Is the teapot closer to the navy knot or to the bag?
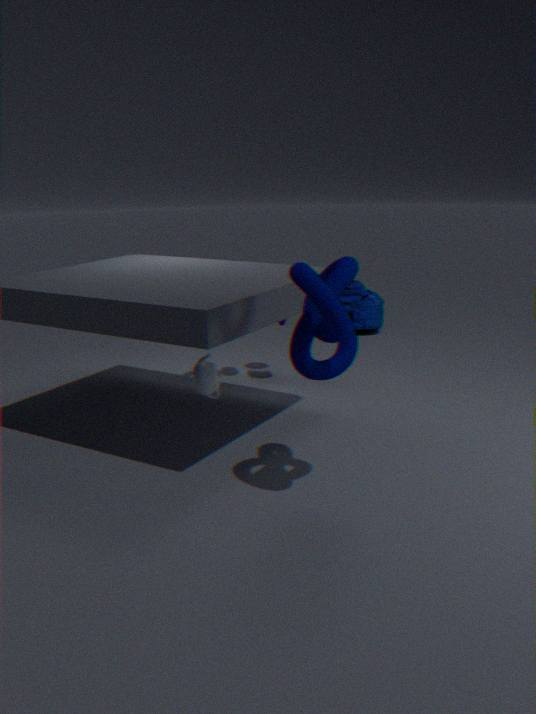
the navy knot
